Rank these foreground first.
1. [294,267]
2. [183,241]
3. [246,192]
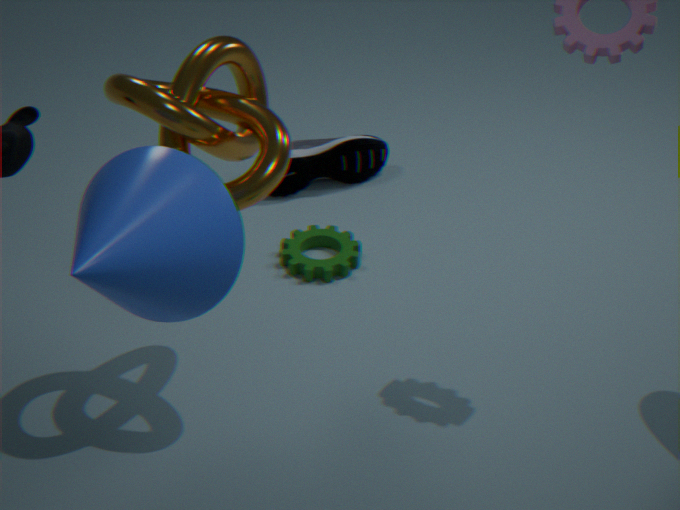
1. [183,241]
2. [246,192]
3. [294,267]
